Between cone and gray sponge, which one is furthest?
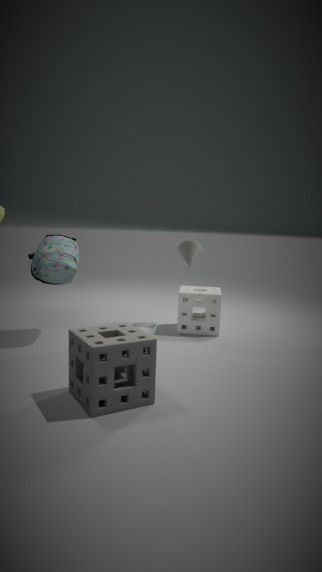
cone
